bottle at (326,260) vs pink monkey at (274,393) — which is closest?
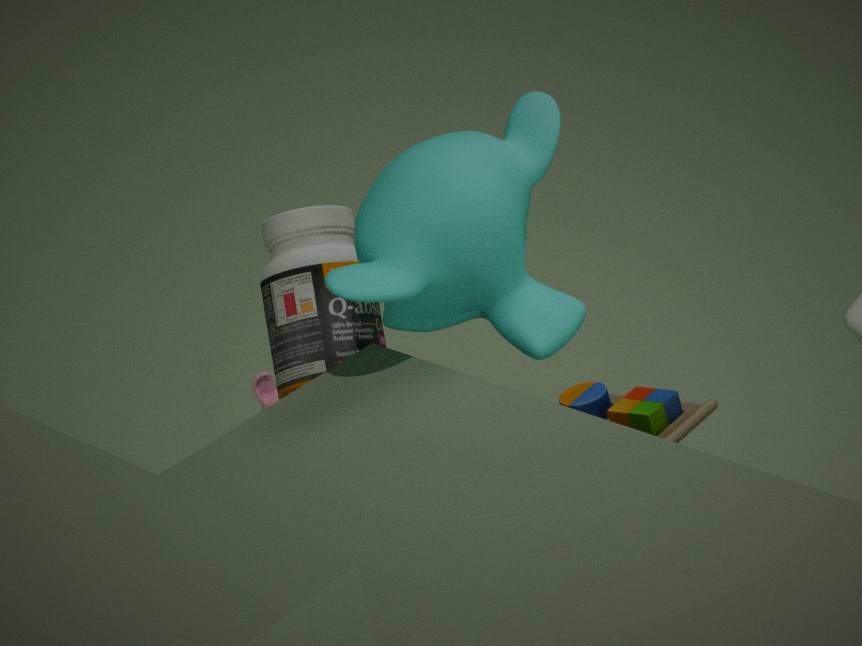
bottle at (326,260)
